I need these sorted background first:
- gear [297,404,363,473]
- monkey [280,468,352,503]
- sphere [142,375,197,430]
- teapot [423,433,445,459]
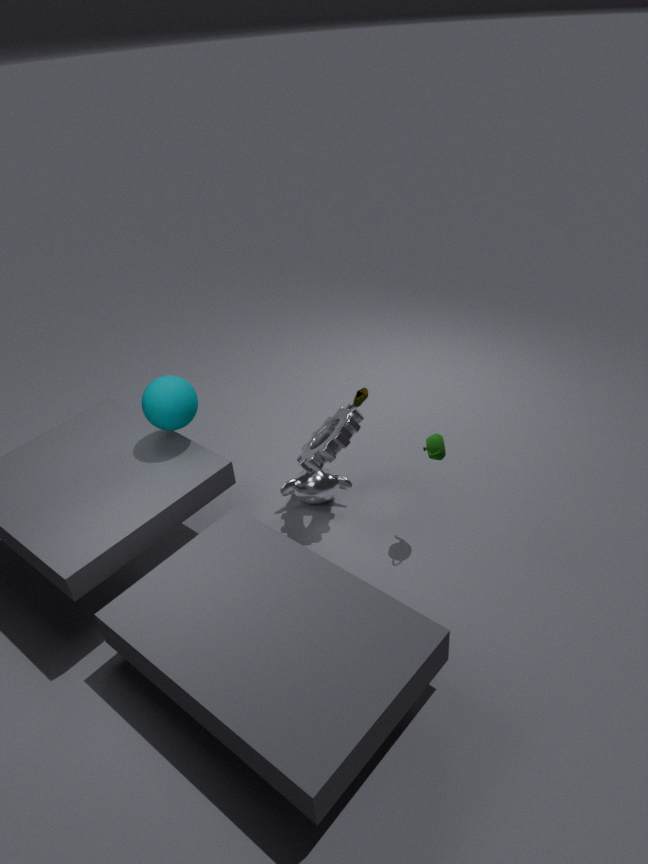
monkey [280,468,352,503] → gear [297,404,363,473] → sphere [142,375,197,430] → teapot [423,433,445,459]
